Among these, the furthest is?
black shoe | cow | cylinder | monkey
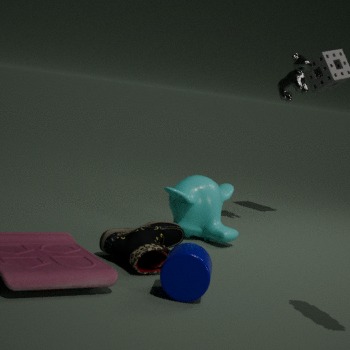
cow
